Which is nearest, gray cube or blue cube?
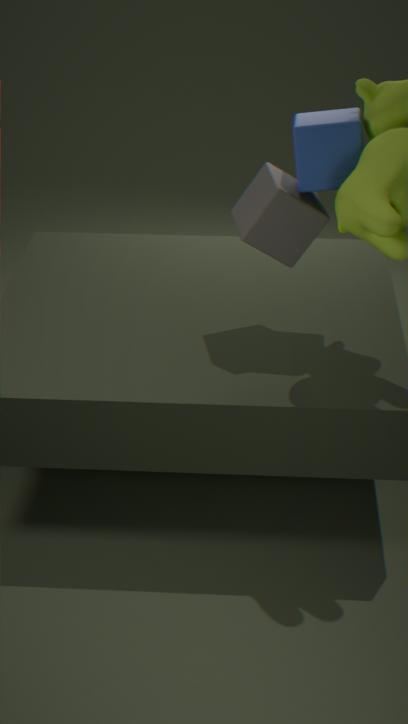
blue cube
